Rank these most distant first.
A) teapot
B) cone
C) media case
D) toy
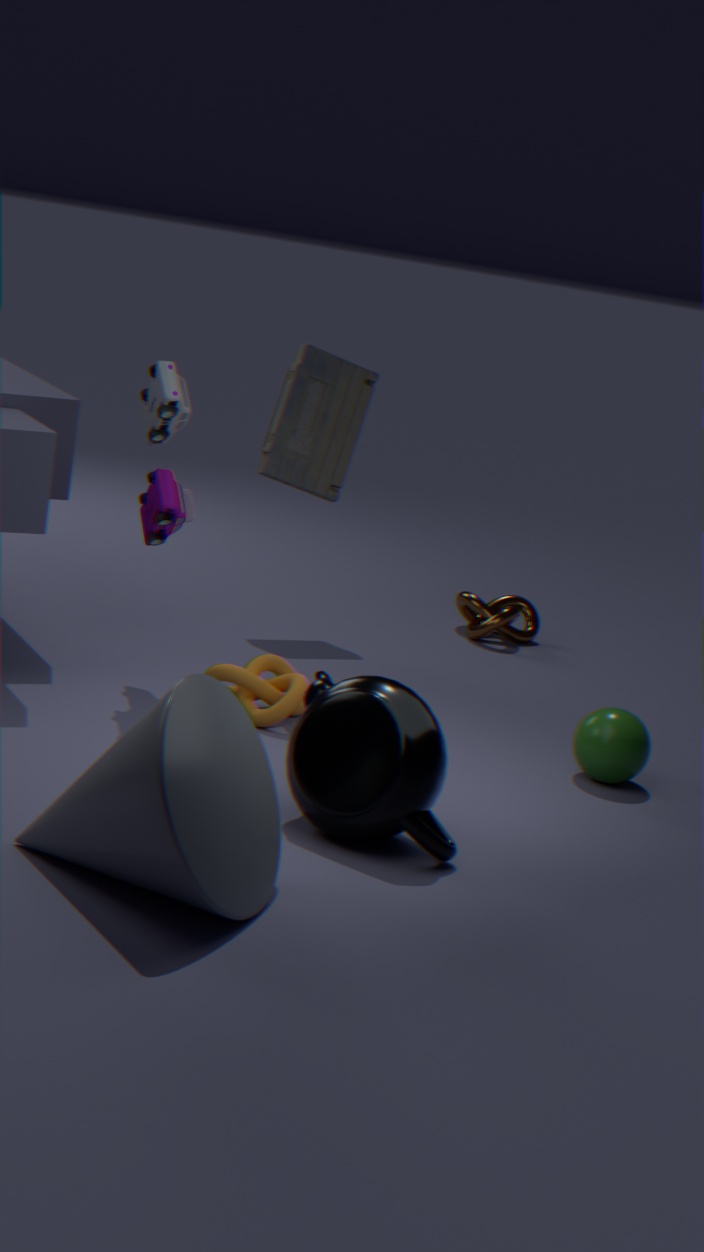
1. media case
2. toy
3. teapot
4. cone
